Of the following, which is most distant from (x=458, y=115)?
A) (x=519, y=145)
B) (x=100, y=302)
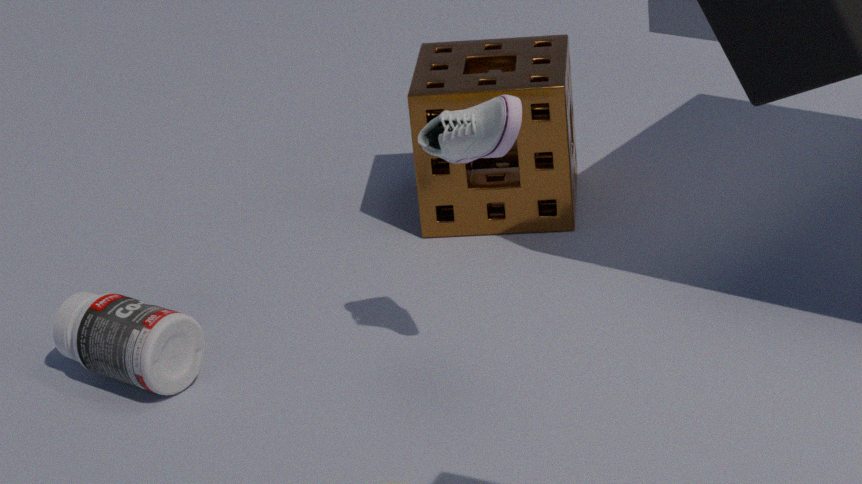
(x=519, y=145)
